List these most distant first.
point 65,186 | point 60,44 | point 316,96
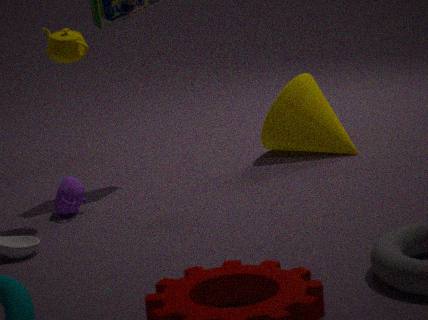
point 316,96 → point 65,186 → point 60,44
